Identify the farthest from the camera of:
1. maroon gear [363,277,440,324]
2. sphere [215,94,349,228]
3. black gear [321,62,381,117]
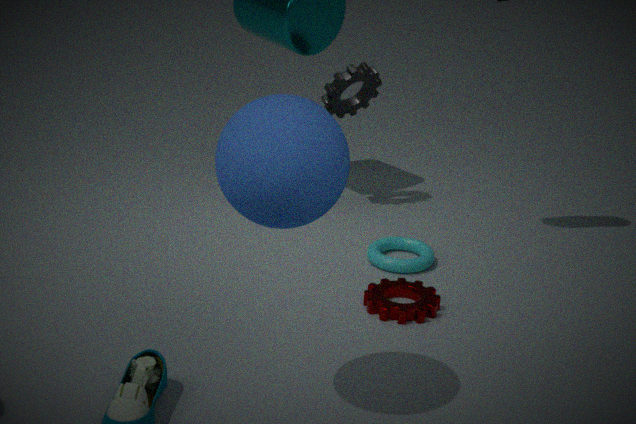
black gear [321,62,381,117]
